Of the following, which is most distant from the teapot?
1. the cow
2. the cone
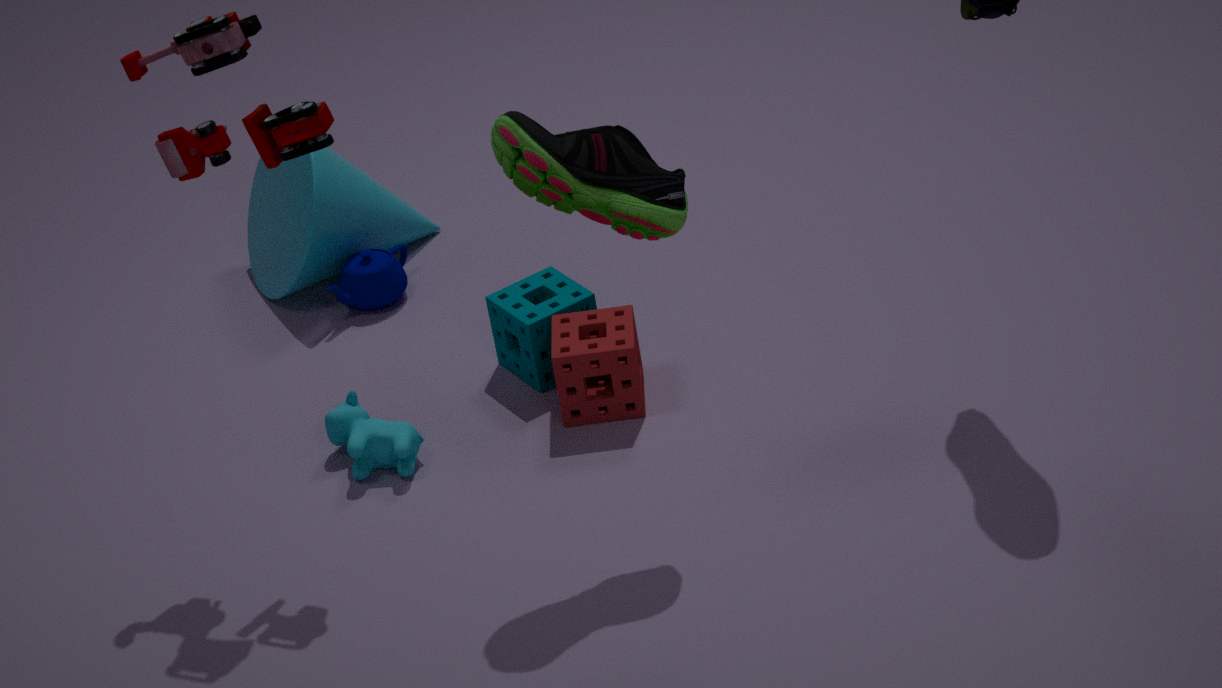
the cow
